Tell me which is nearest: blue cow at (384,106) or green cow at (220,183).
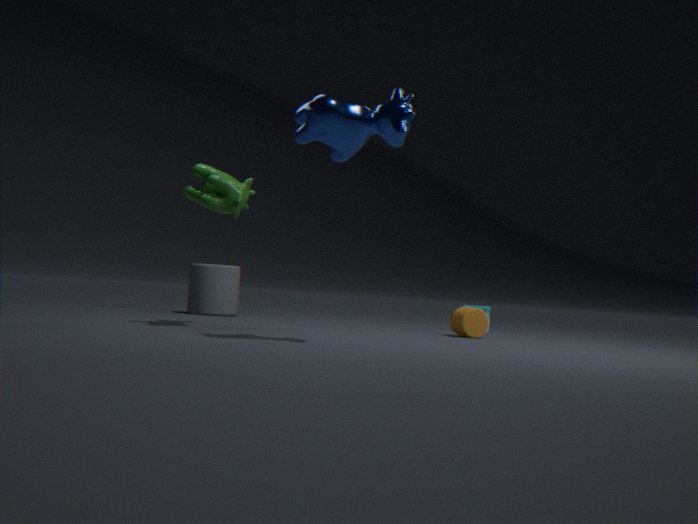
blue cow at (384,106)
